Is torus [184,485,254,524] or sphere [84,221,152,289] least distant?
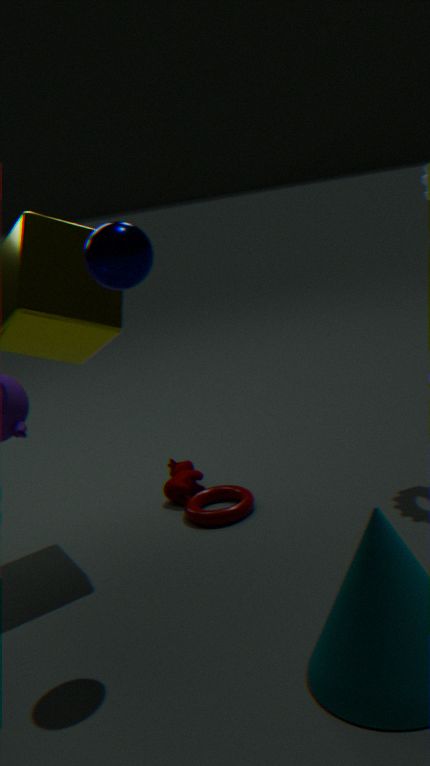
sphere [84,221,152,289]
